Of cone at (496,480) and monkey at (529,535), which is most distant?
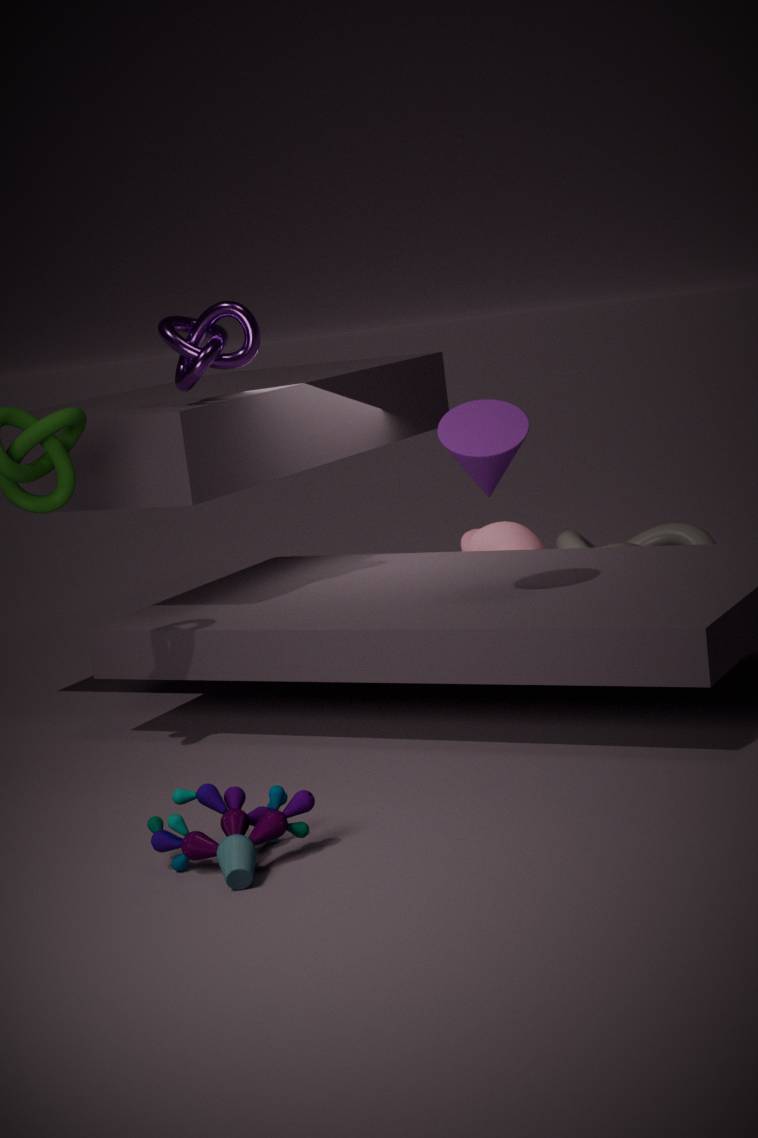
monkey at (529,535)
